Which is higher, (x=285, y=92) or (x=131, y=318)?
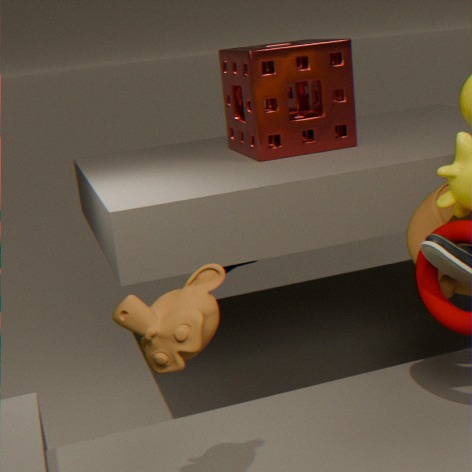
(x=285, y=92)
